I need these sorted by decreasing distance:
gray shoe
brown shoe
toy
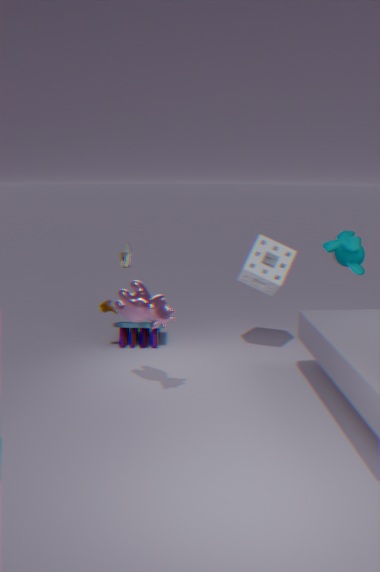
toy
brown shoe
gray shoe
